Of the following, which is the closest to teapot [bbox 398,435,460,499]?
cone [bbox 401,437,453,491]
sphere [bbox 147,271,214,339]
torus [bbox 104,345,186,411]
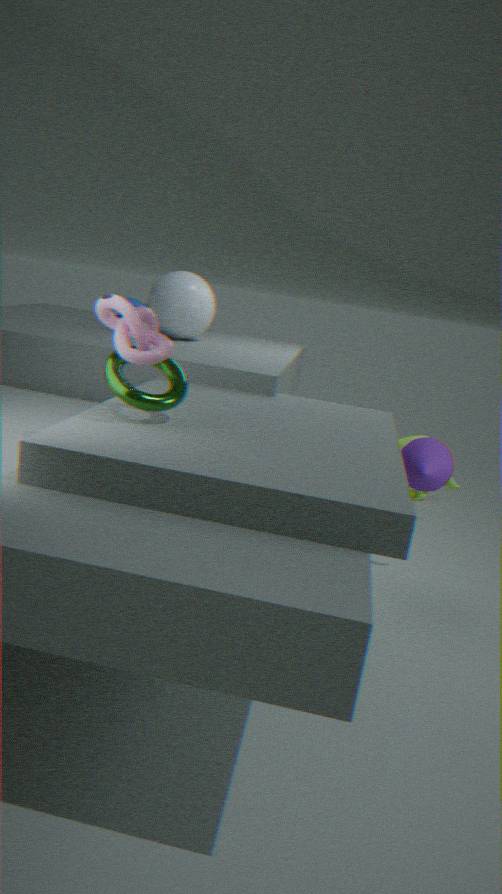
cone [bbox 401,437,453,491]
